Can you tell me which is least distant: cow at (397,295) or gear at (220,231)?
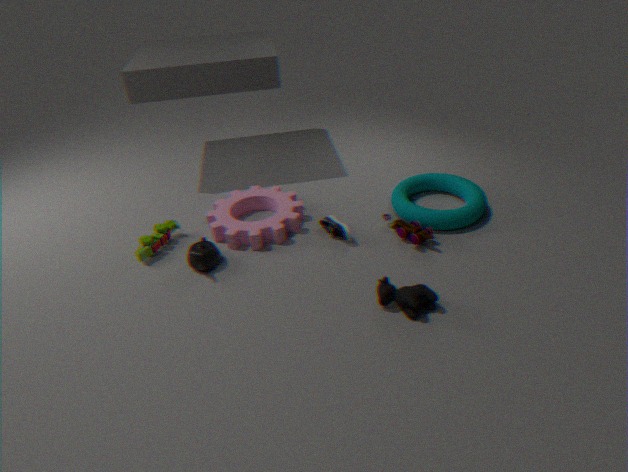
cow at (397,295)
